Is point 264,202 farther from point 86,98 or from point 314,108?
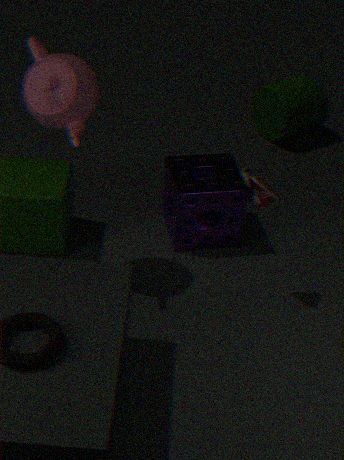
point 314,108
